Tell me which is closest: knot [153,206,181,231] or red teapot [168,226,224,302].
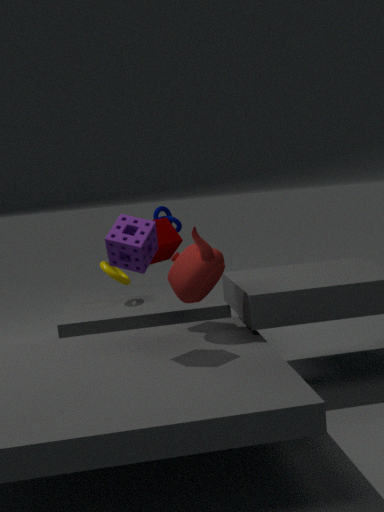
red teapot [168,226,224,302]
